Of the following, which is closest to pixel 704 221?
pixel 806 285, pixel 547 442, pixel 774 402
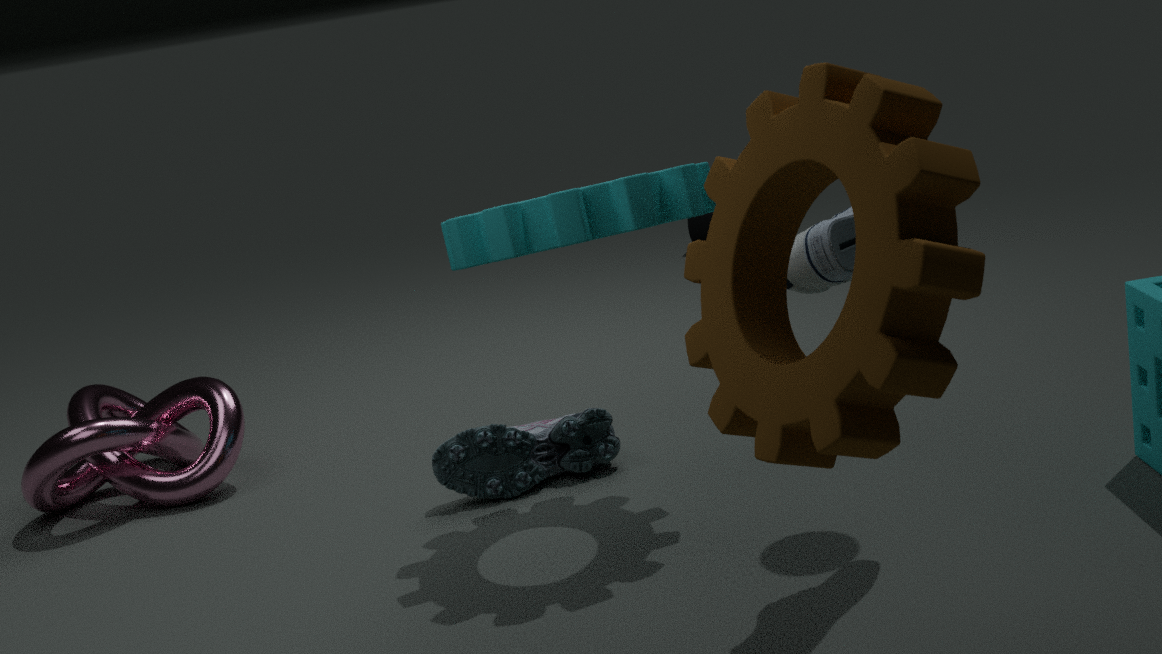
pixel 547 442
